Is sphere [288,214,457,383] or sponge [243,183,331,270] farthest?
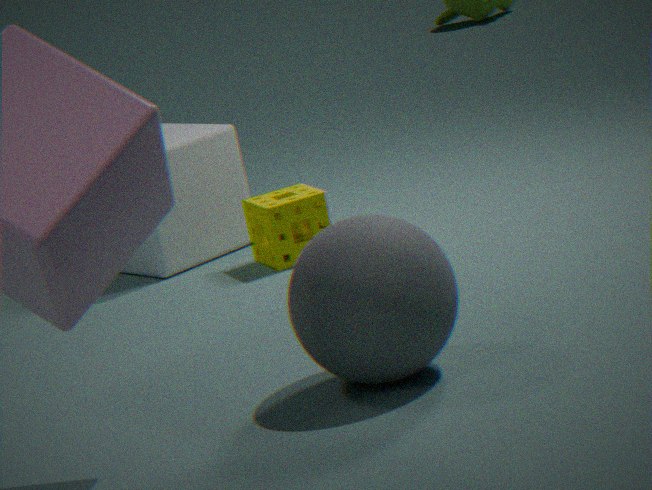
sponge [243,183,331,270]
